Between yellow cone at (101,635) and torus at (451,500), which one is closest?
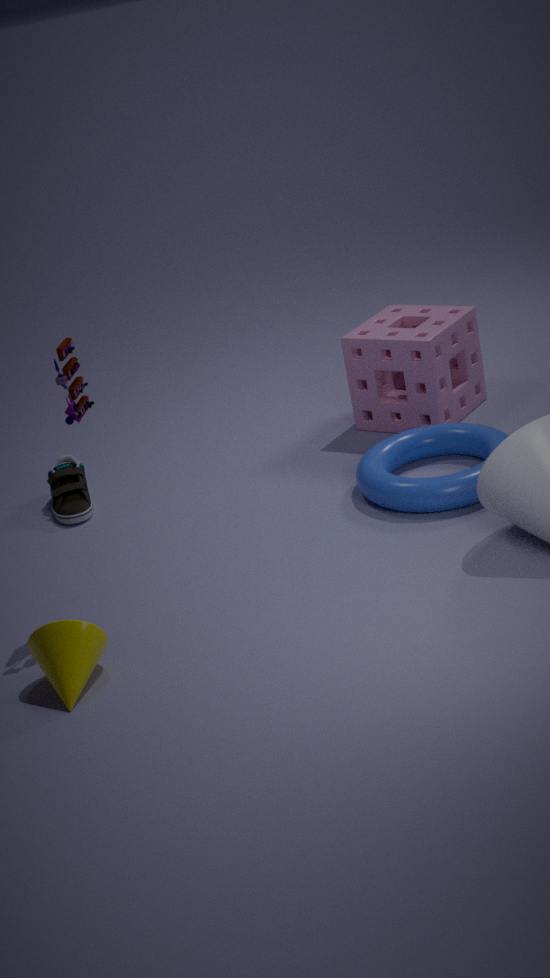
yellow cone at (101,635)
